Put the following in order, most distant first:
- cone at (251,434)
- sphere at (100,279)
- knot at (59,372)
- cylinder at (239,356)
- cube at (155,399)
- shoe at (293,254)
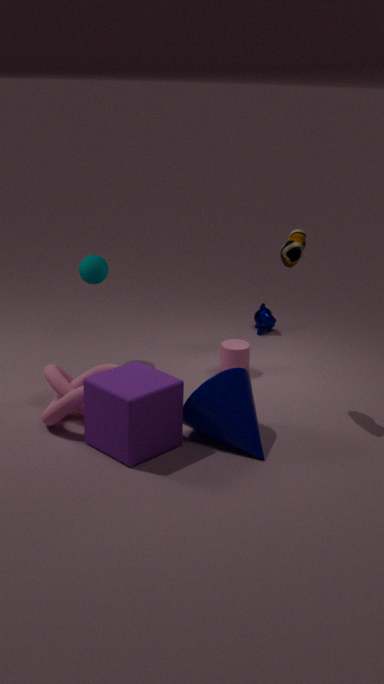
cylinder at (239,356) < sphere at (100,279) < knot at (59,372) < shoe at (293,254) < cone at (251,434) < cube at (155,399)
